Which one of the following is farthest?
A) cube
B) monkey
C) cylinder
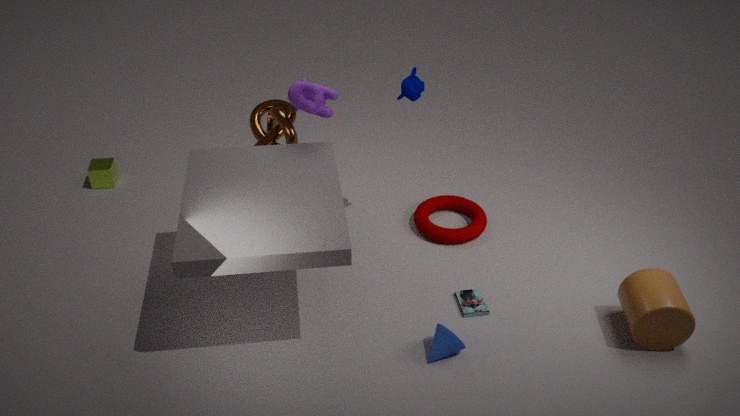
cube
